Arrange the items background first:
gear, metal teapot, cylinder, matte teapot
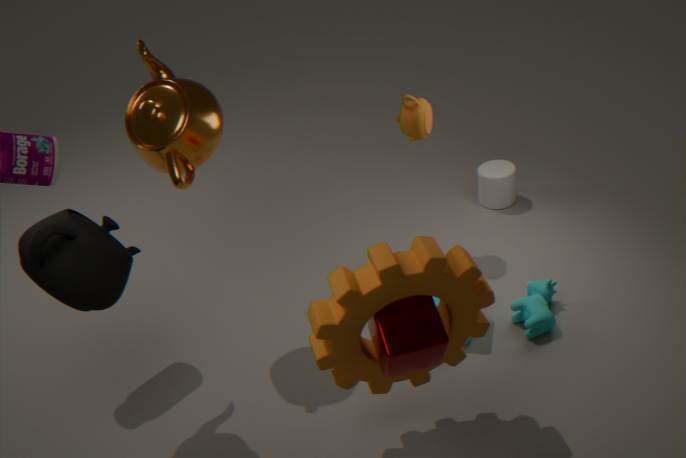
cylinder < matte teapot < metal teapot < gear
